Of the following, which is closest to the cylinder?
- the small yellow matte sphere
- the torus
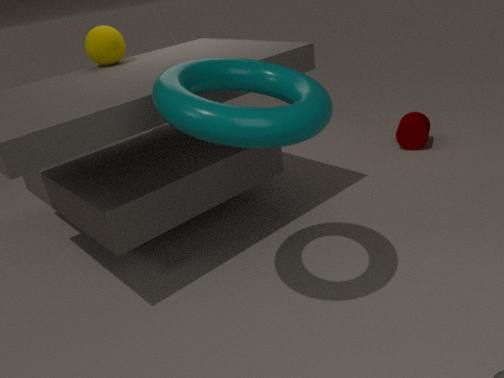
the torus
